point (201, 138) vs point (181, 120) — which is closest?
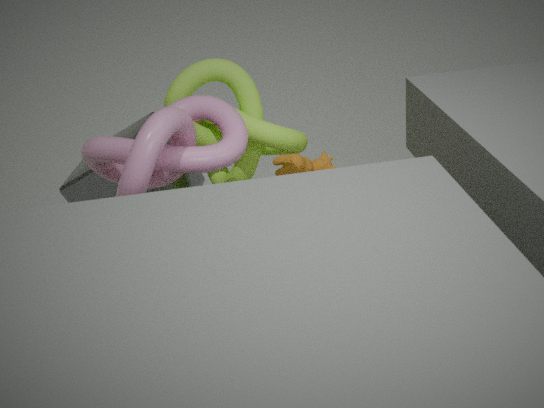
point (181, 120)
